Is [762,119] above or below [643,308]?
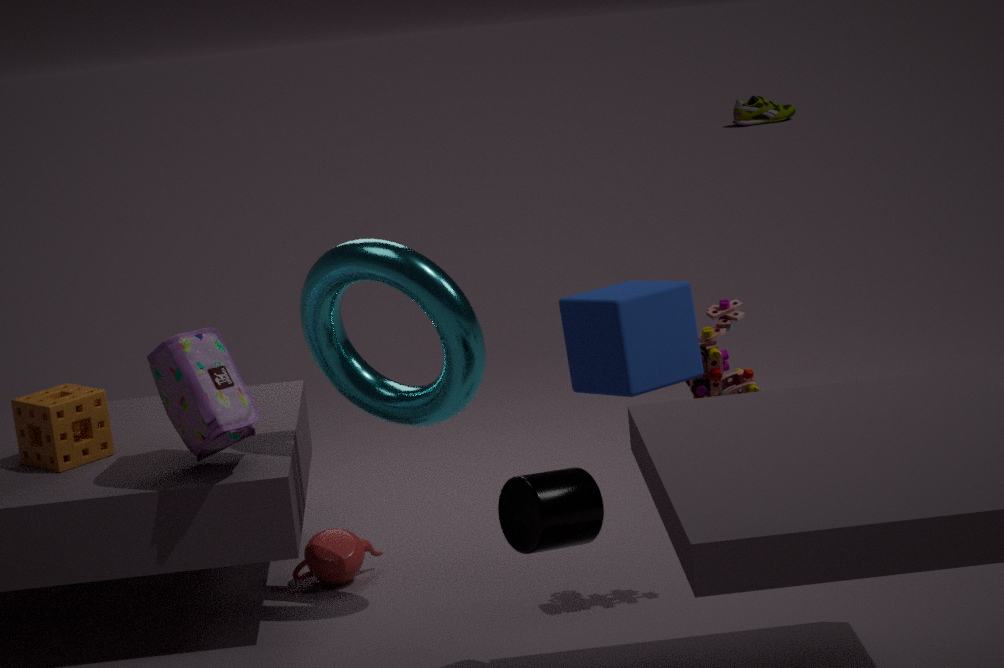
below
